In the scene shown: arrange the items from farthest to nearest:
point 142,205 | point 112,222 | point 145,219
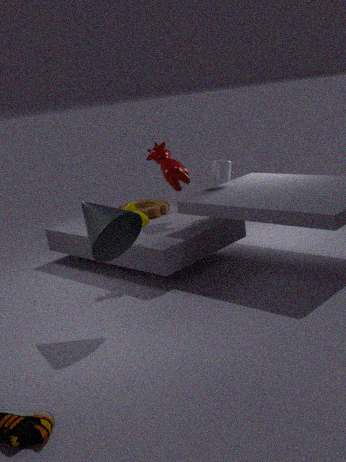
1. point 142,205
2. point 145,219
3. point 112,222
